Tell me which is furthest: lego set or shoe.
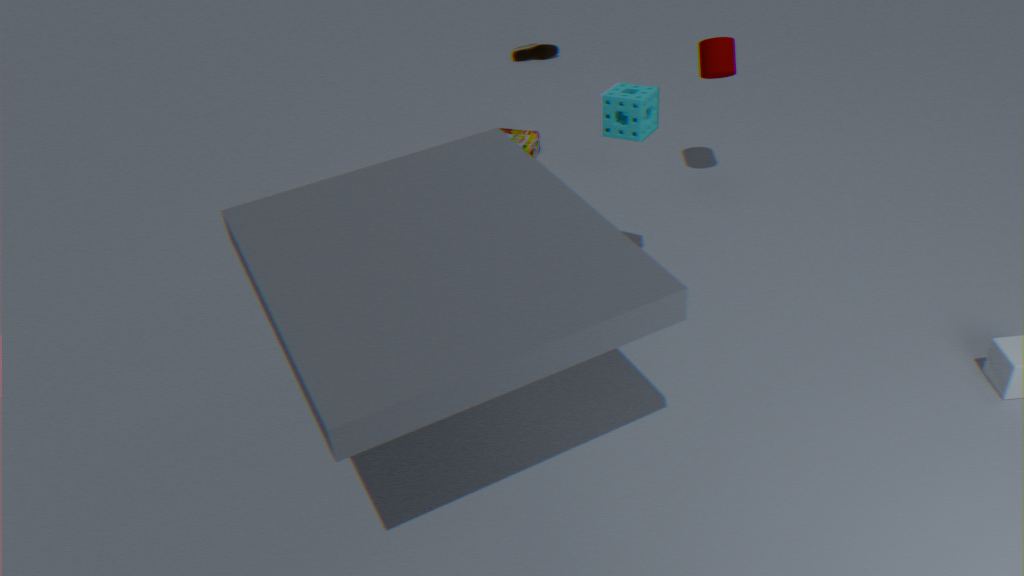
shoe
